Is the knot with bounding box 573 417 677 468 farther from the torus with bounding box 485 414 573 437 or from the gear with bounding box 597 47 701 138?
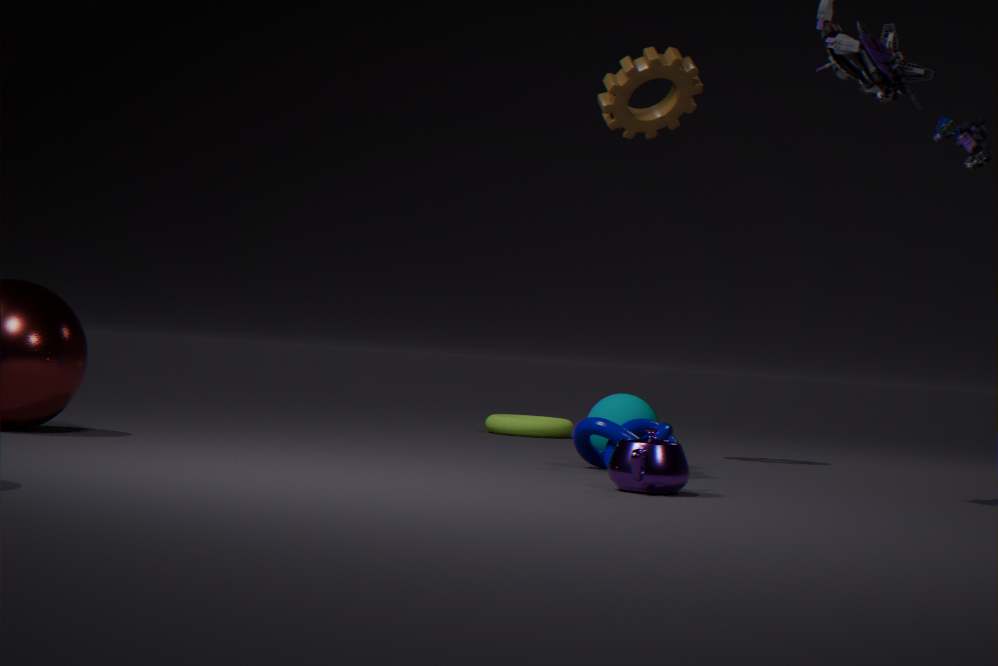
the torus with bounding box 485 414 573 437
